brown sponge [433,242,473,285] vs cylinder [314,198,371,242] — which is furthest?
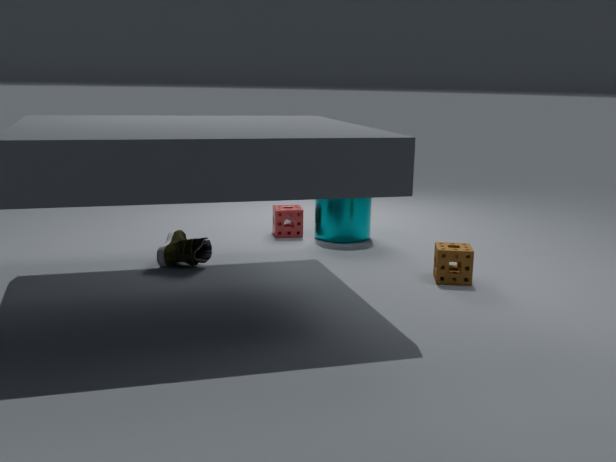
cylinder [314,198,371,242]
